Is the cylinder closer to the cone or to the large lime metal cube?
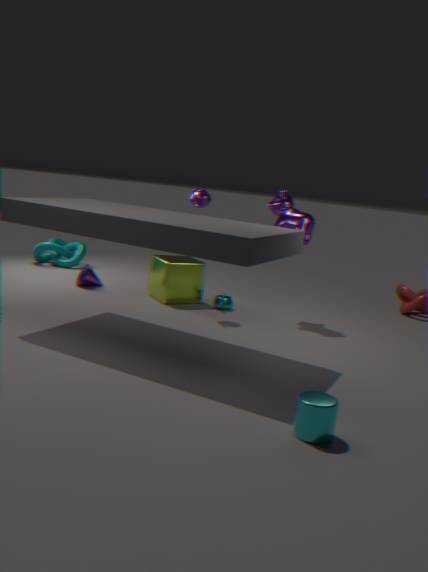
the large lime metal cube
